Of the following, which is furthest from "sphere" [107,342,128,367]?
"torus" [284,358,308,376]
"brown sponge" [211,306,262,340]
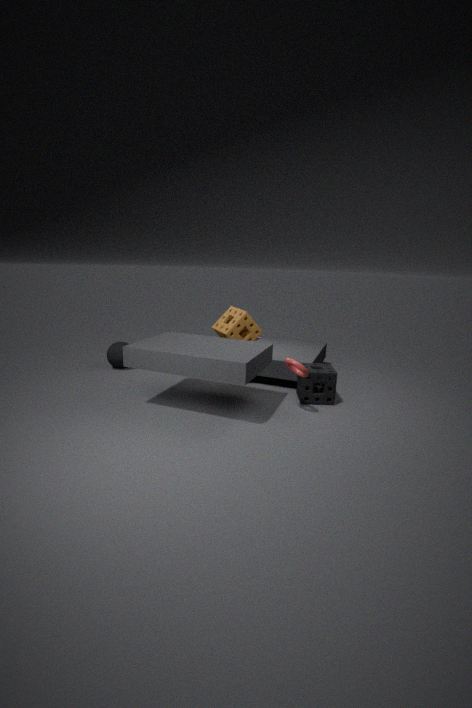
"torus" [284,358,308,376]
